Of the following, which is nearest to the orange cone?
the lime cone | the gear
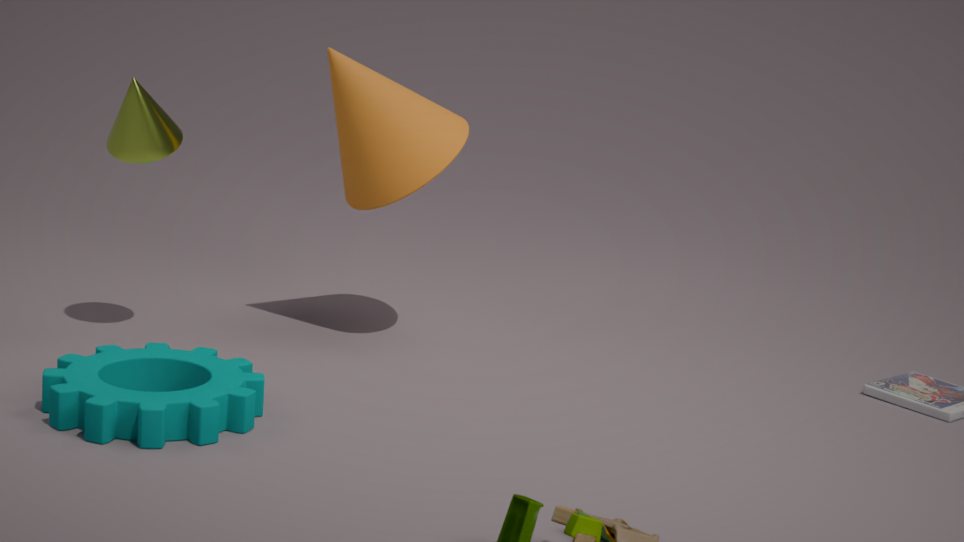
the lime cone
